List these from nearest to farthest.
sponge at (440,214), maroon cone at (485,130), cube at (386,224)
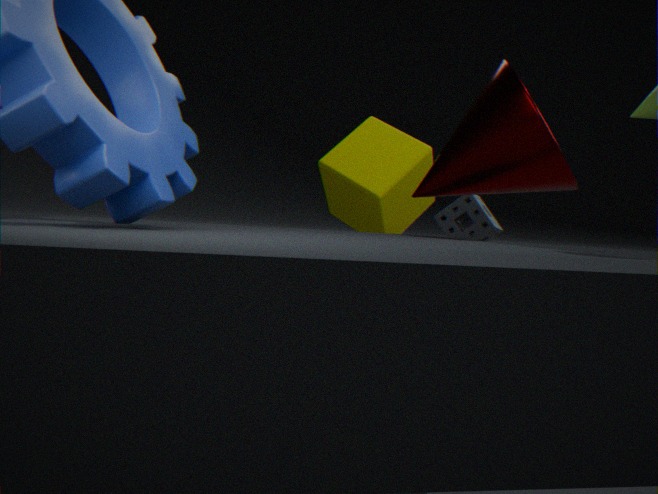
maroon cone at (485,130) → sponge at (440,214) → cube at (386,224)
